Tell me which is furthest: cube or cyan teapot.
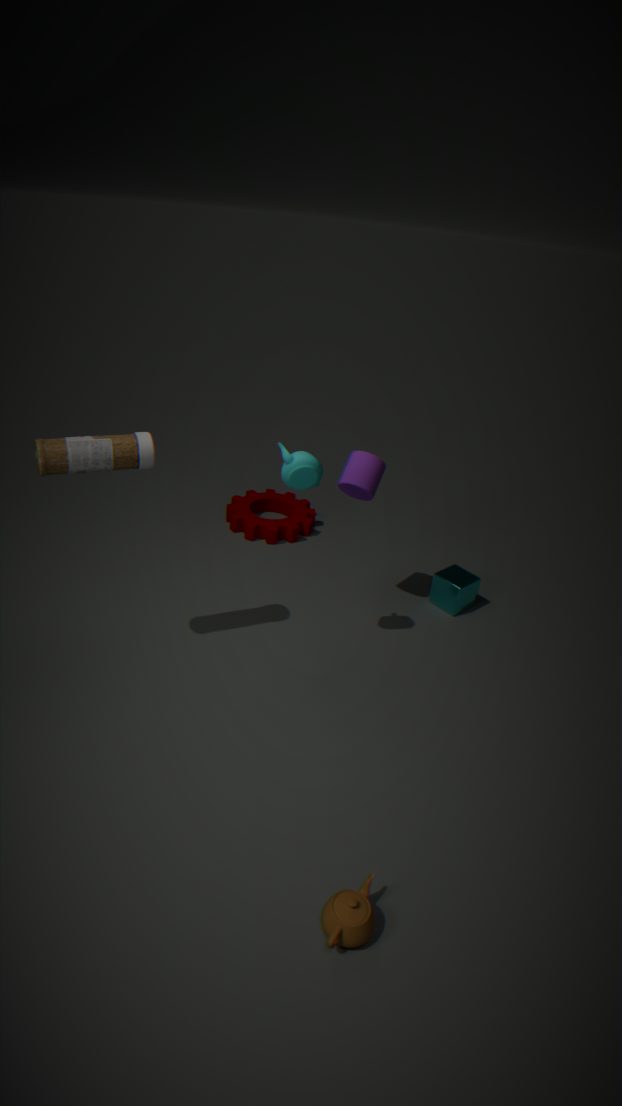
cube
